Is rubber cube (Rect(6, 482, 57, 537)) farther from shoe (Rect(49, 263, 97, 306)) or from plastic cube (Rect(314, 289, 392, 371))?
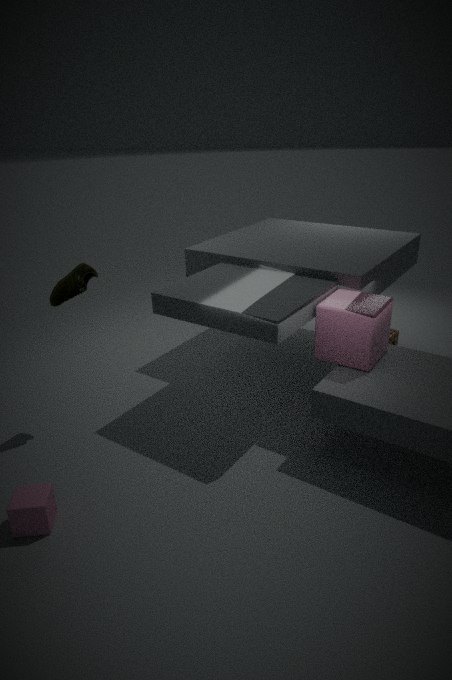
plastic cube (Rect(314, 289, 392, 371))
